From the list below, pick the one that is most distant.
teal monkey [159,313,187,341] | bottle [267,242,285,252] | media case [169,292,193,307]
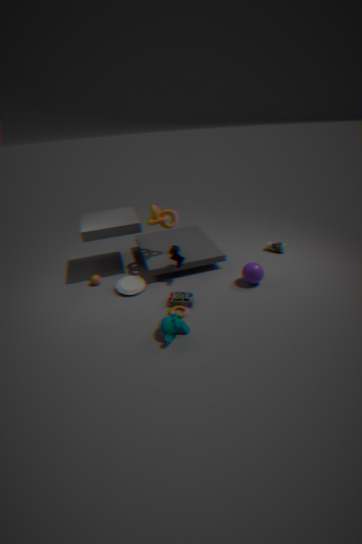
bottle [267,242,285,252]
